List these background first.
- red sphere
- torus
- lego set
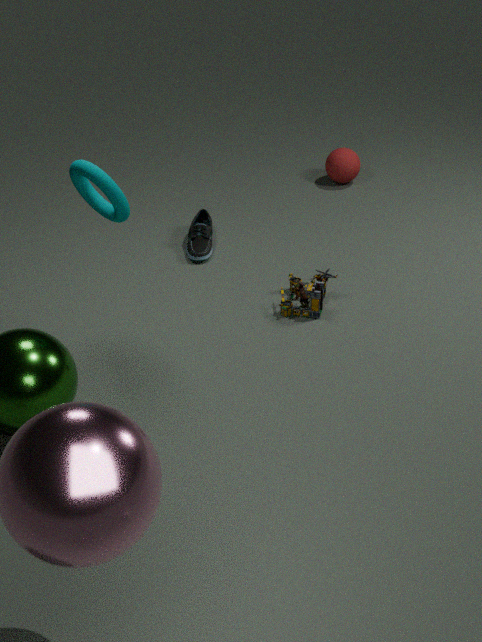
red sphere
lego set
torus
